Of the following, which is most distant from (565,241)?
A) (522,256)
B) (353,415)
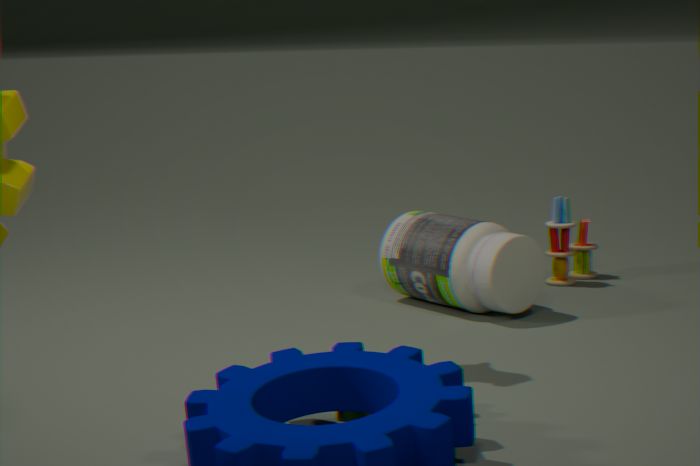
(353,415)
